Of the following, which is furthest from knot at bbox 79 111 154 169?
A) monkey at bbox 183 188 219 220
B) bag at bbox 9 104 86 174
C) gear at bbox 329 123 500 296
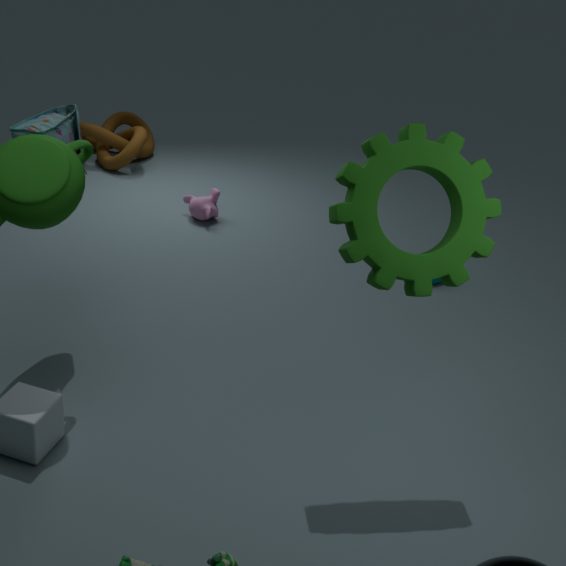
gear at bbox 329 123 500 296
